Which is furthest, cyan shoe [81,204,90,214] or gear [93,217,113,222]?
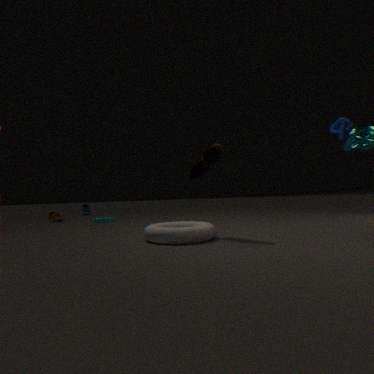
cyan shoe [81,204,90,214]
